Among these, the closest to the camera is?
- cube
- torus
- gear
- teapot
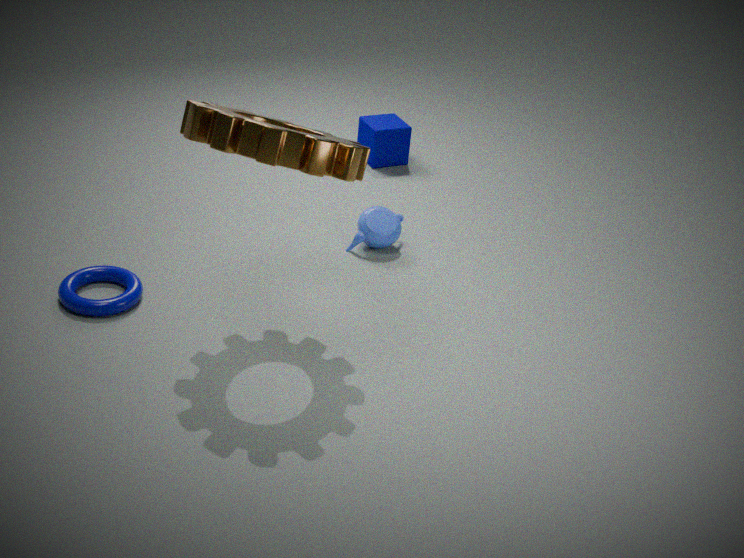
gear
